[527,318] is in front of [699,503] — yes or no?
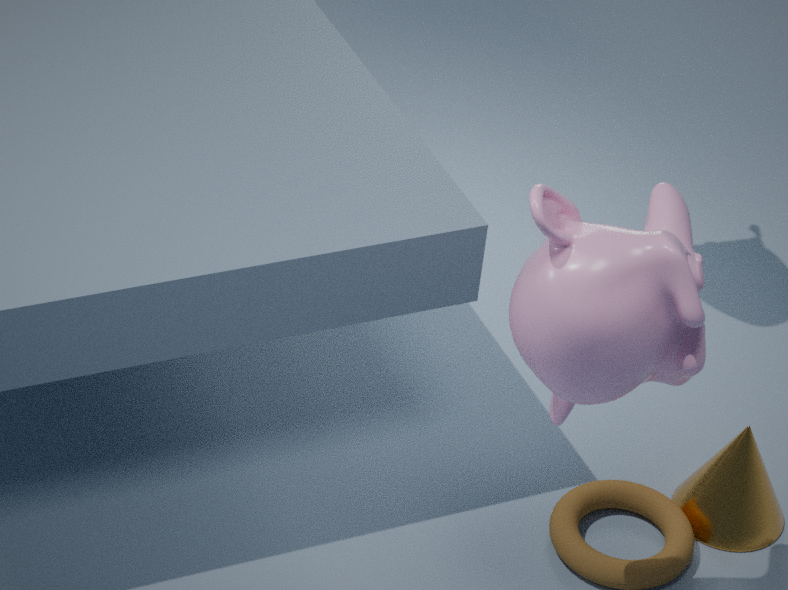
Yes
